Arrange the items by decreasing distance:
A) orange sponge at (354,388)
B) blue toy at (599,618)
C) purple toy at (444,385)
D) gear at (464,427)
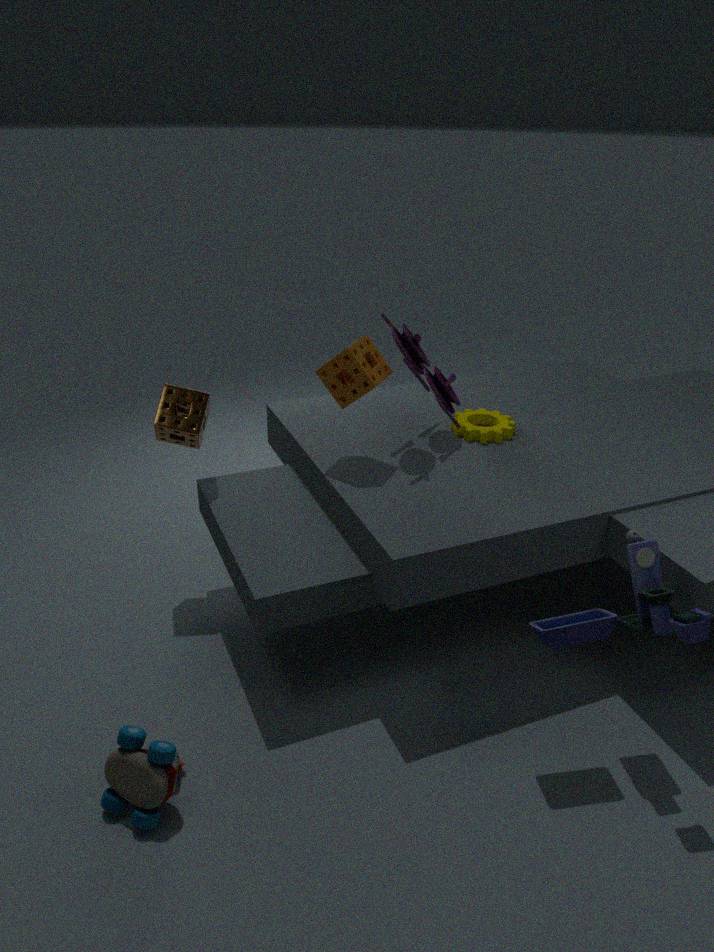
1. D. gear at (464,427)
2. C. purple toy at (444,385)
3. A. orange sponge at (354,388)
4. B. blue toy at (599,618)
